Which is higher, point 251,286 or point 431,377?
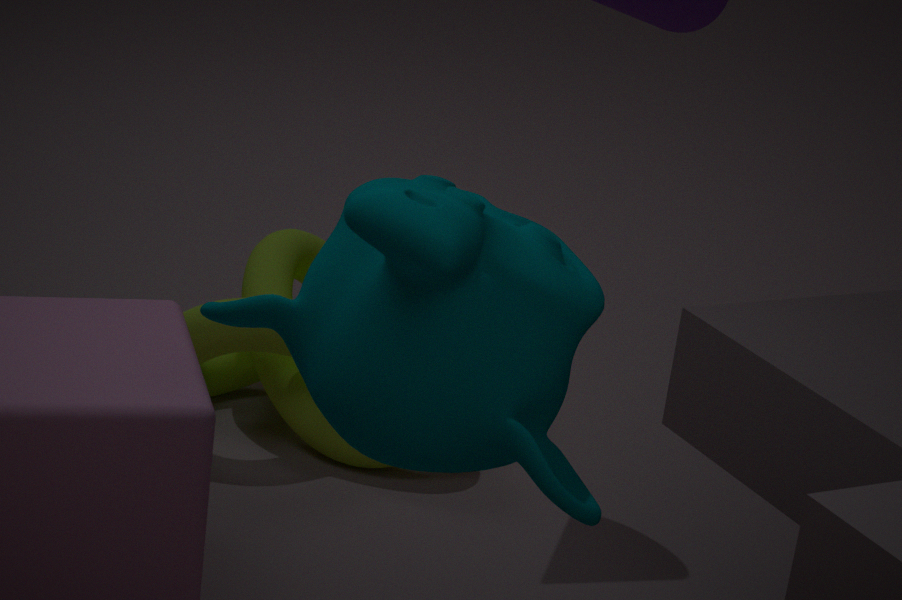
point 431,377
